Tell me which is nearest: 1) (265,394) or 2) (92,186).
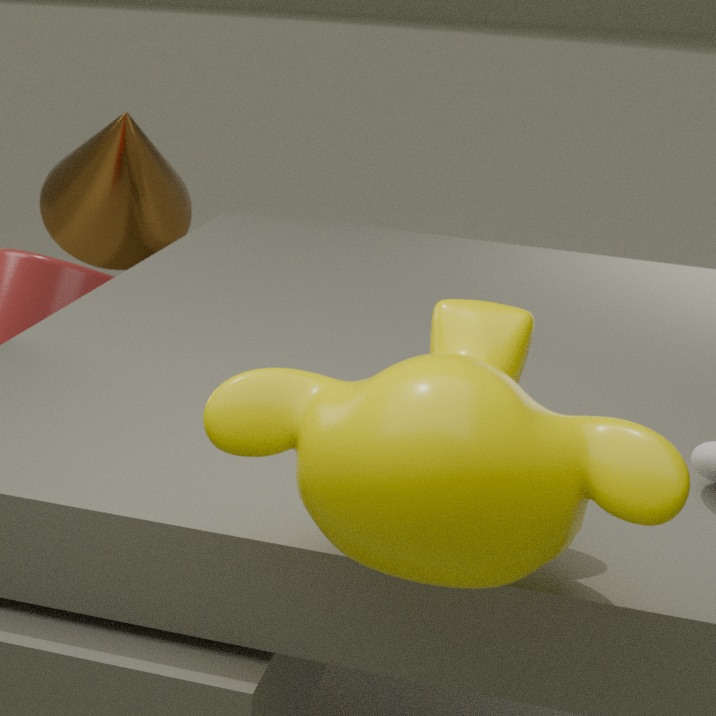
1. (265,394)
